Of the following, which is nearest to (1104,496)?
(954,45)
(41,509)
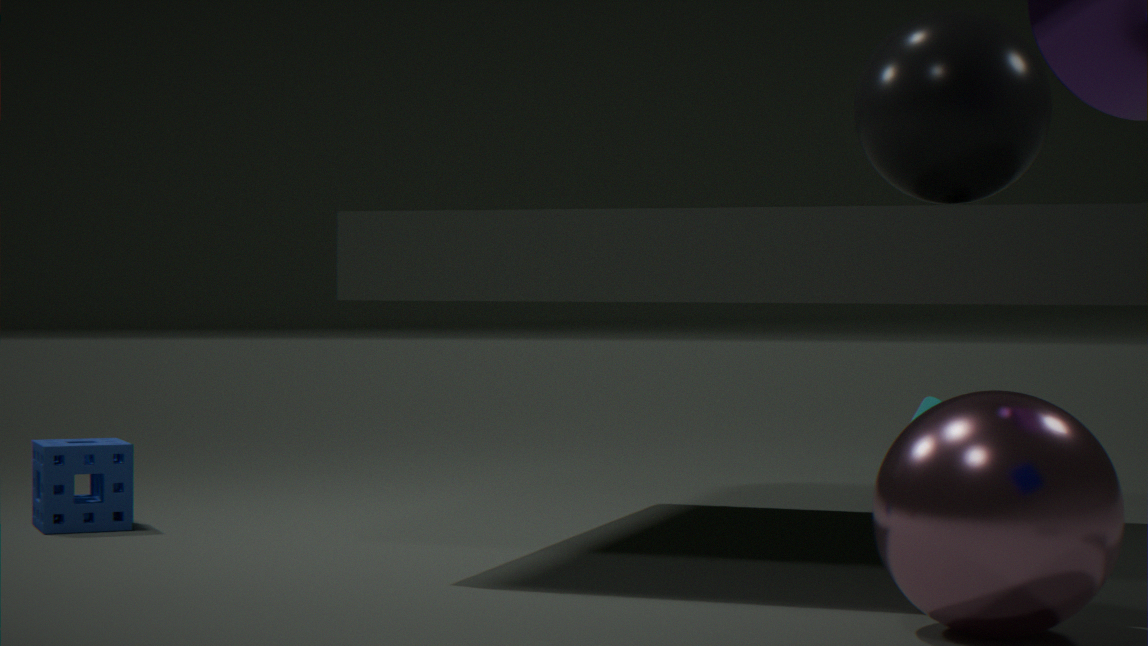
(954,45)
